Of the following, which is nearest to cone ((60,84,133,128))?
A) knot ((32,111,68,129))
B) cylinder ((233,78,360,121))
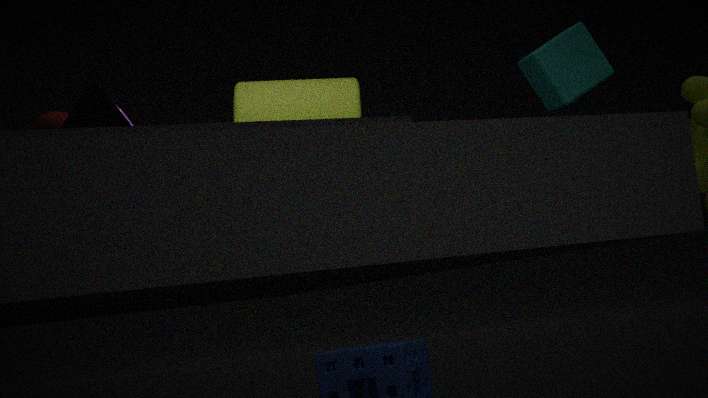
knot ((32,111,68,129))
